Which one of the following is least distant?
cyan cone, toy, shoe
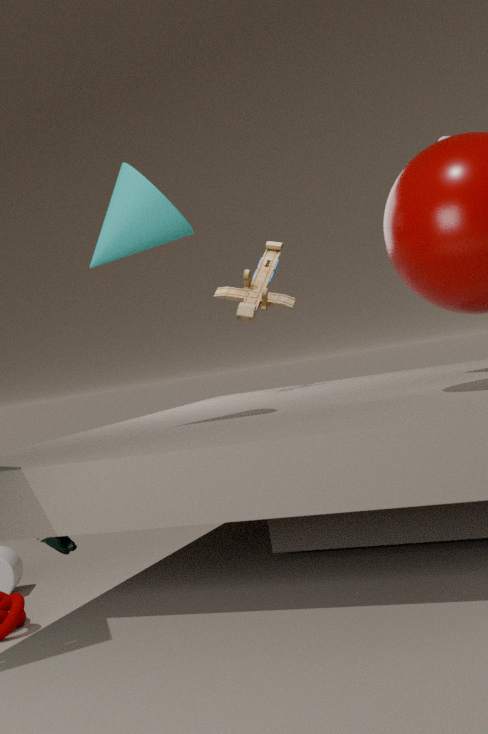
cyan cone
